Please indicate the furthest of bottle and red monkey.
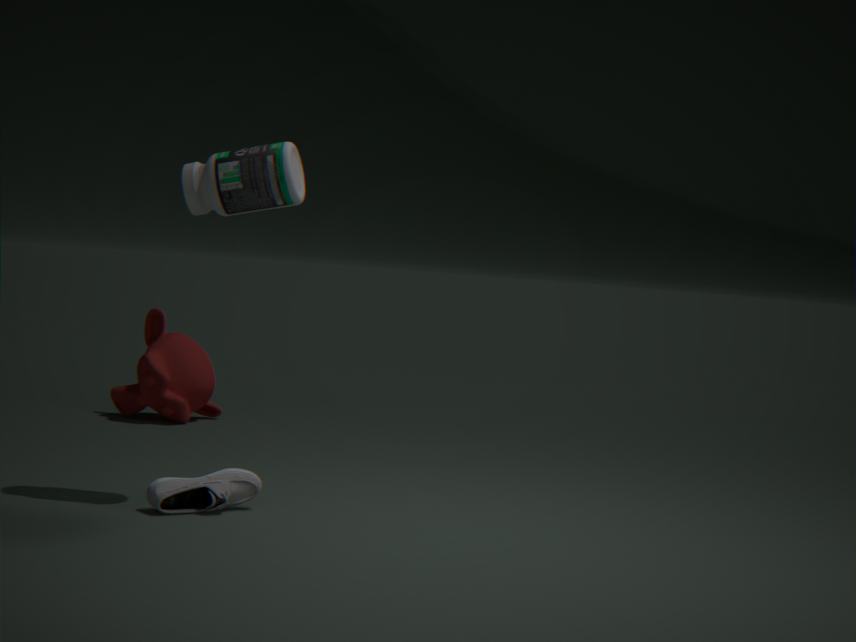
red monkey
